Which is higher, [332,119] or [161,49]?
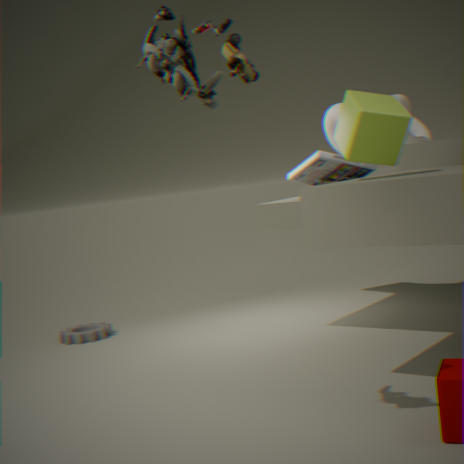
[161,49]
